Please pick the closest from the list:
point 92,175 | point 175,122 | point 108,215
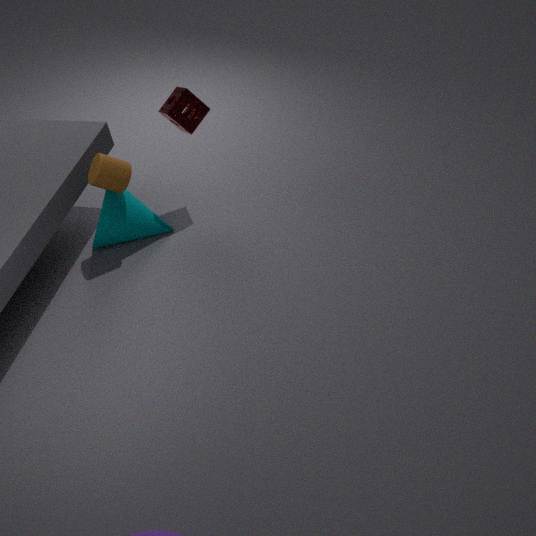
point 92,175
